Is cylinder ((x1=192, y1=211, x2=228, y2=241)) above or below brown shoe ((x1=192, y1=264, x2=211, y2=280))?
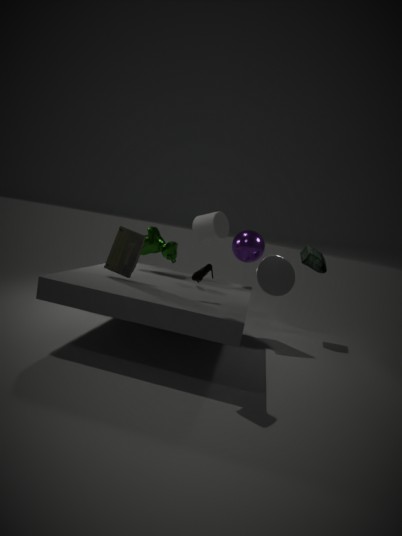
above
